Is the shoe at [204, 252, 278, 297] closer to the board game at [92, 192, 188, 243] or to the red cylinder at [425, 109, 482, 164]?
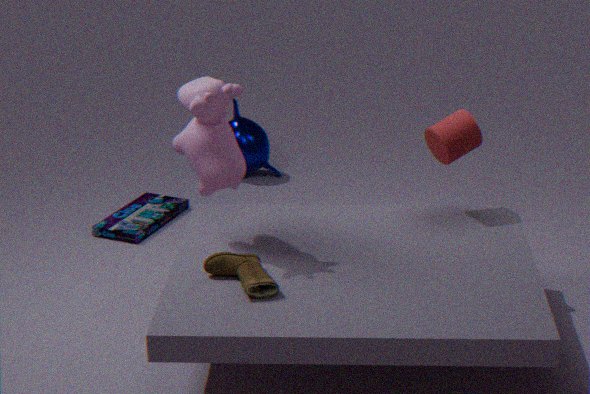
the red cylinder at [425, 109, 482, 164]
